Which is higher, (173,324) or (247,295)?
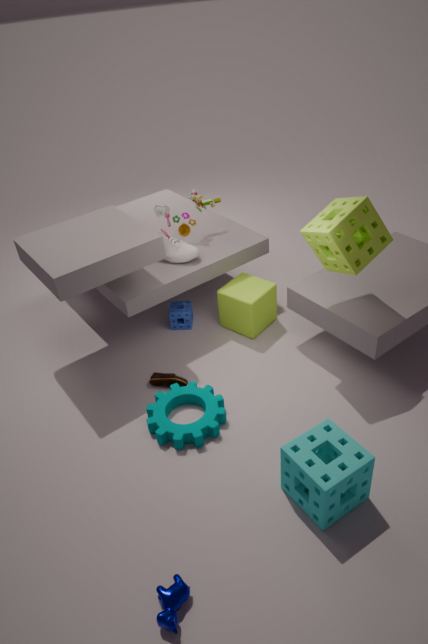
(247,295)
